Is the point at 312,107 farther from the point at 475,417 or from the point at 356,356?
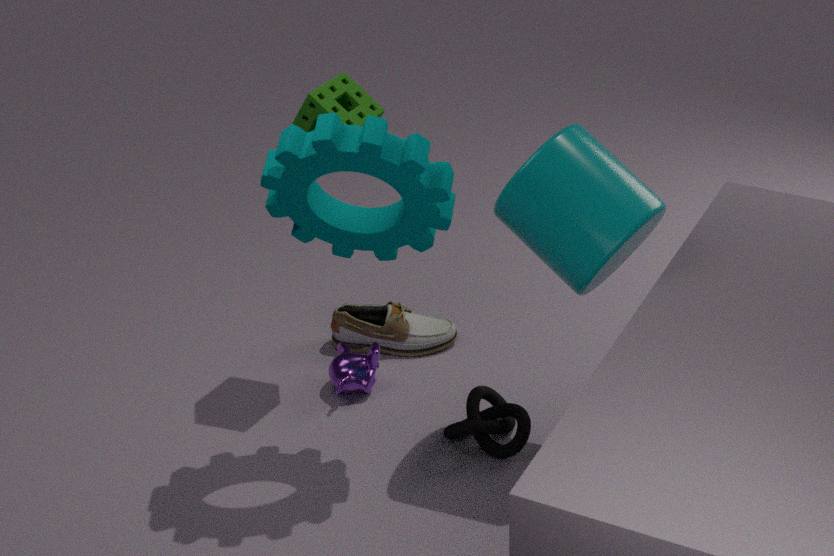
the point at 475,417
